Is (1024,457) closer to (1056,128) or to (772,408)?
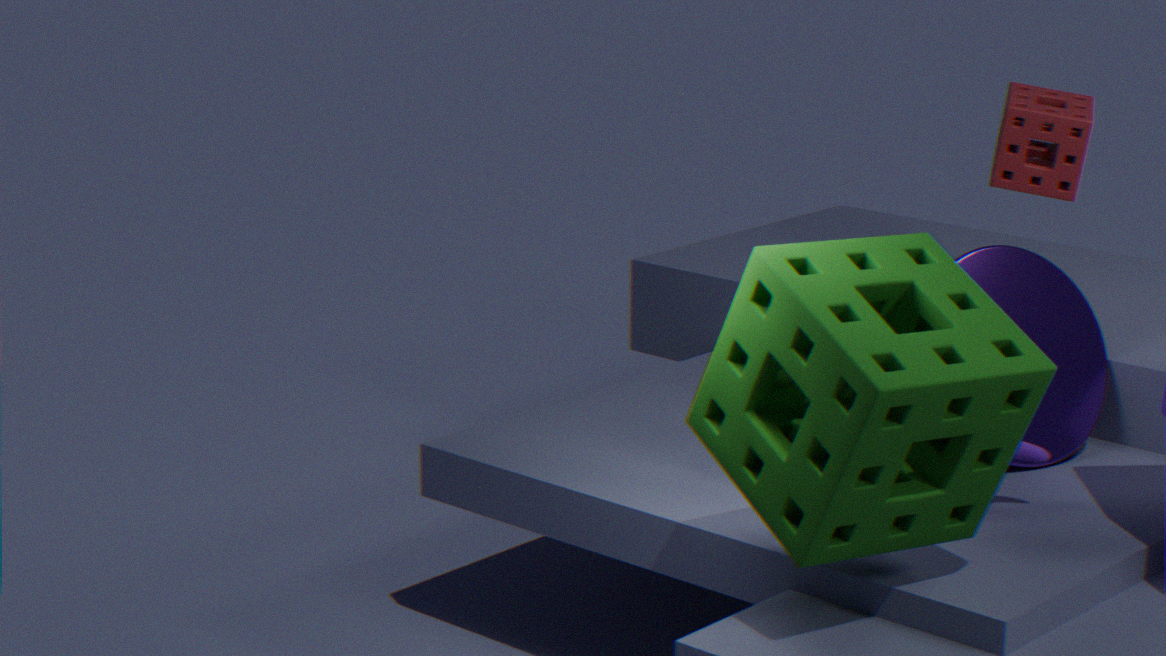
(772,408)
